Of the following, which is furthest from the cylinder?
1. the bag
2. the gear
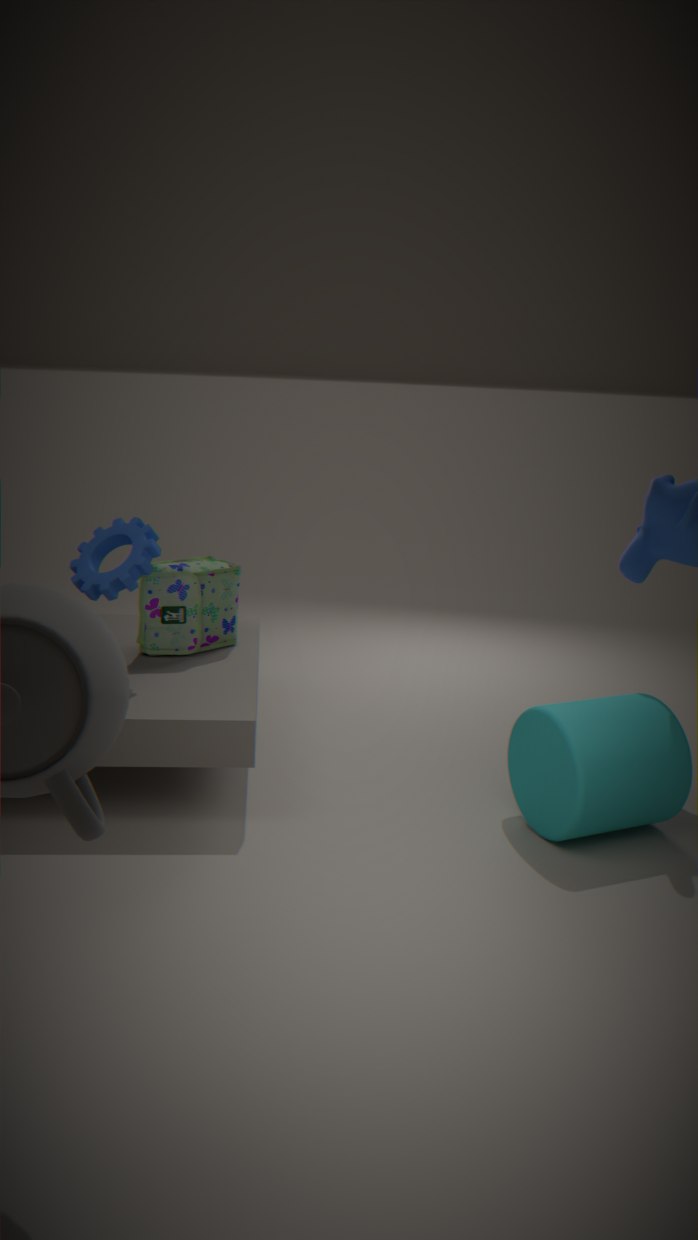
the gear
